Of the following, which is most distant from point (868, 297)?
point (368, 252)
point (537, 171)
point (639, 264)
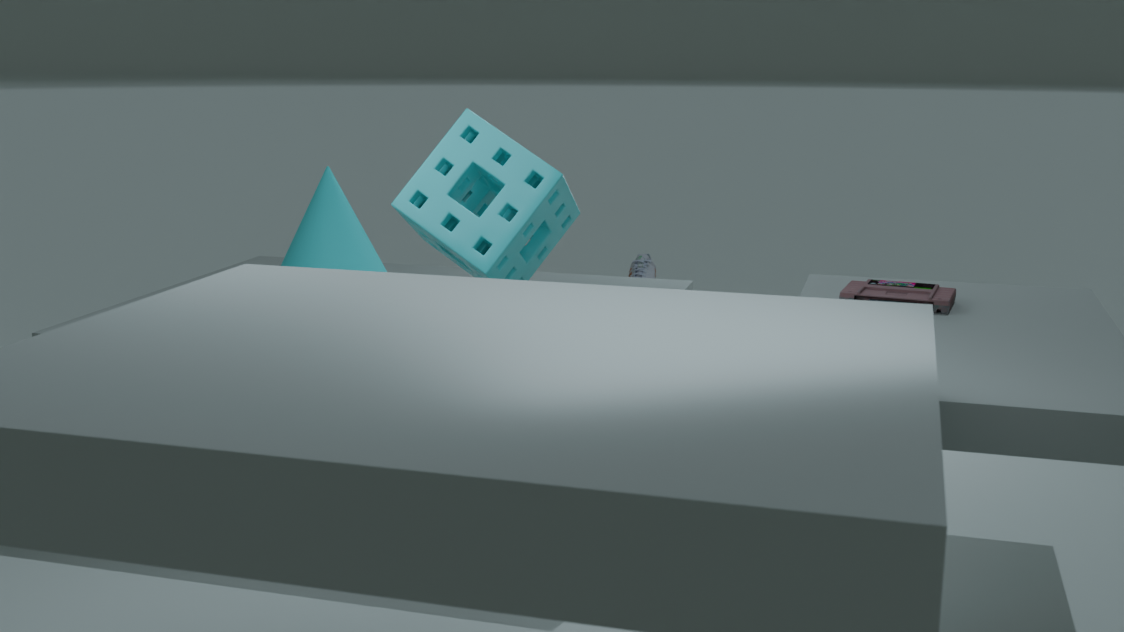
point (639, 264)
